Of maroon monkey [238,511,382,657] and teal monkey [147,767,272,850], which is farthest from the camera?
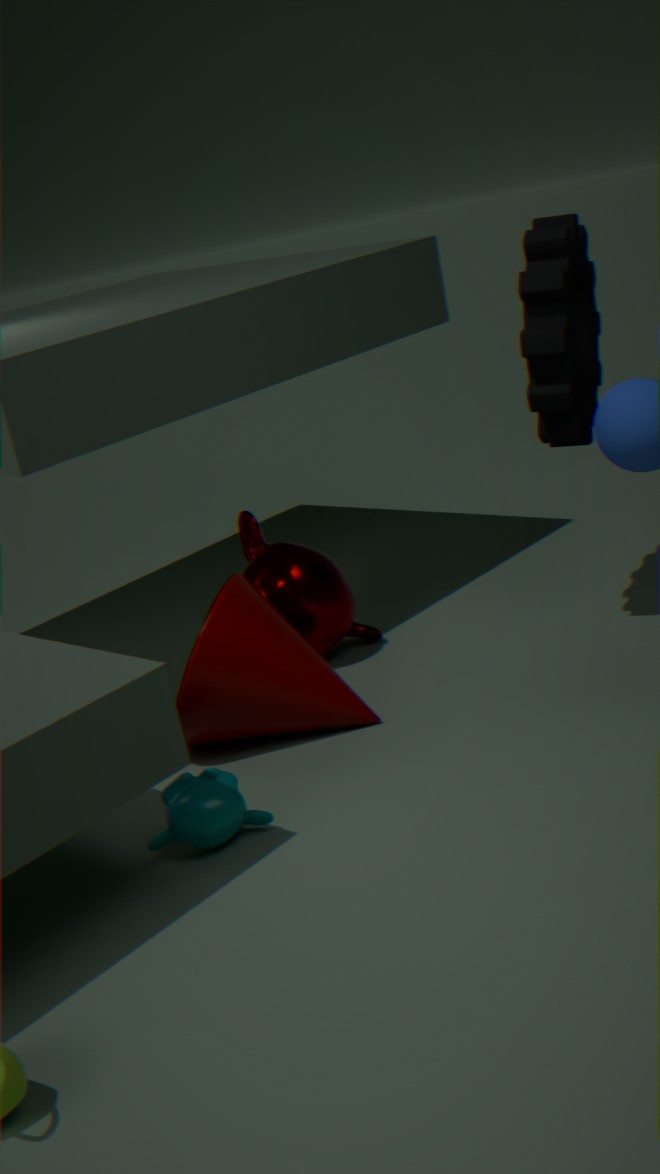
maroon monkey [238,511,382,657]
